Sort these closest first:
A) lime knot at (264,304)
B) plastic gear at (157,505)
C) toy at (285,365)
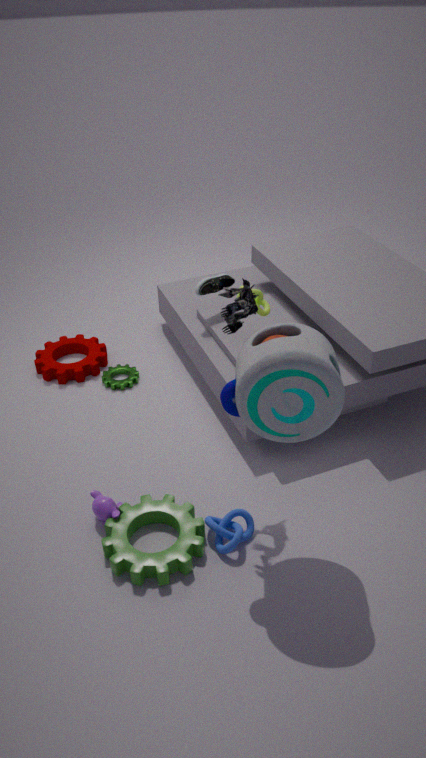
1. toy at (285,365)
2. plastic gear at (157,505)
3. lime knot at (264,304)
